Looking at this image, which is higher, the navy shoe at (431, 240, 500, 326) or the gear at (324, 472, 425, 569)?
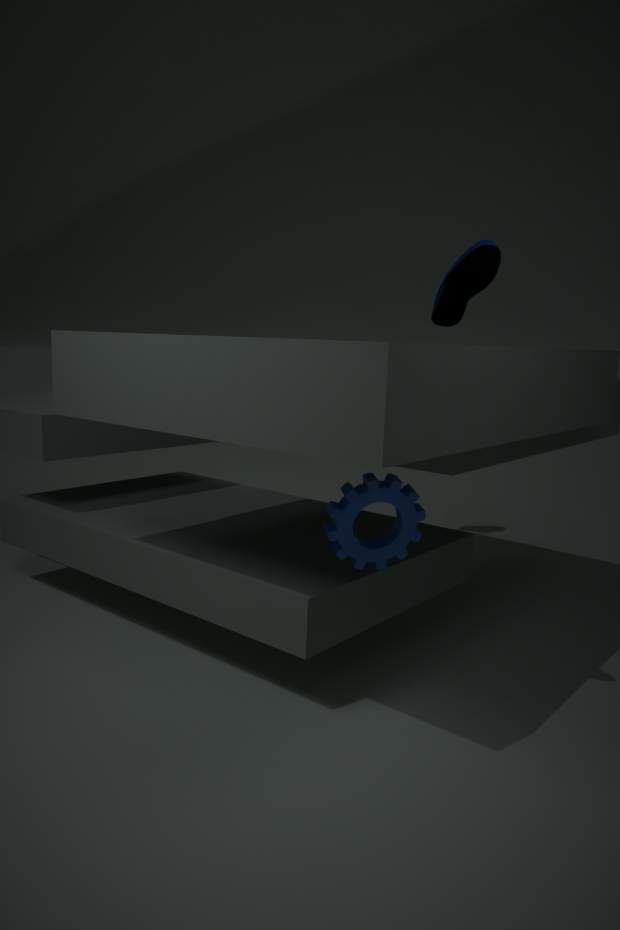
the navy shoe at (431, 240, 500, 326)
